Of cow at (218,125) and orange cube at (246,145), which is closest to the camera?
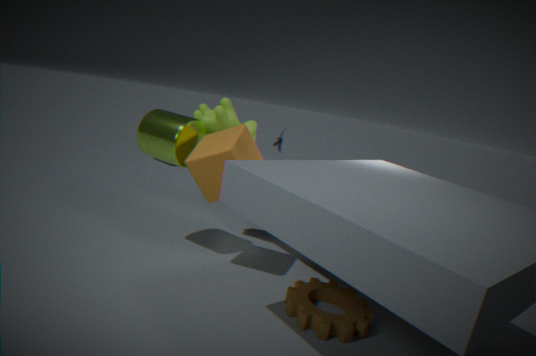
orange cube at (246,145)
